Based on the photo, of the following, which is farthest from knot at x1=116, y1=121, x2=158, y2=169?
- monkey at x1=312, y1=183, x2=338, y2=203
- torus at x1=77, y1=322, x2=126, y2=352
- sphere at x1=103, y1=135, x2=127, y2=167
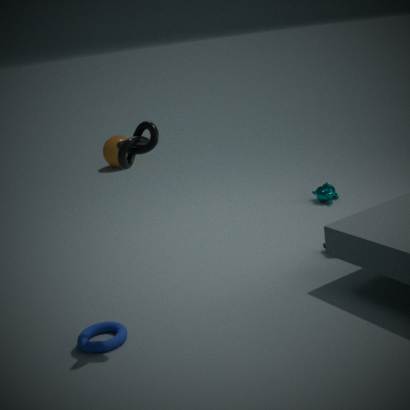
sphere at x1=103, y1=135, x2=127, y2=167
